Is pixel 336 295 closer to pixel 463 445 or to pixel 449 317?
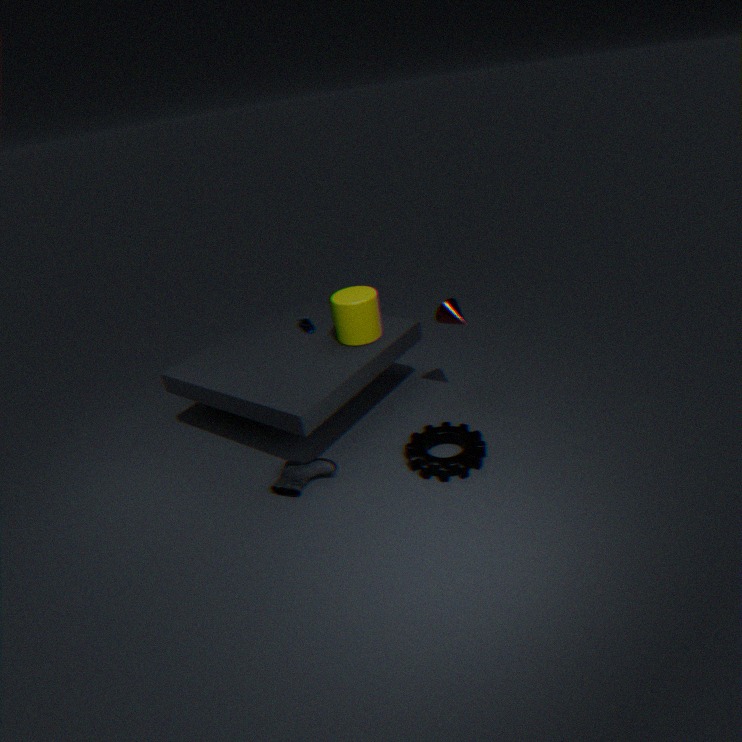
pixel 449 317
